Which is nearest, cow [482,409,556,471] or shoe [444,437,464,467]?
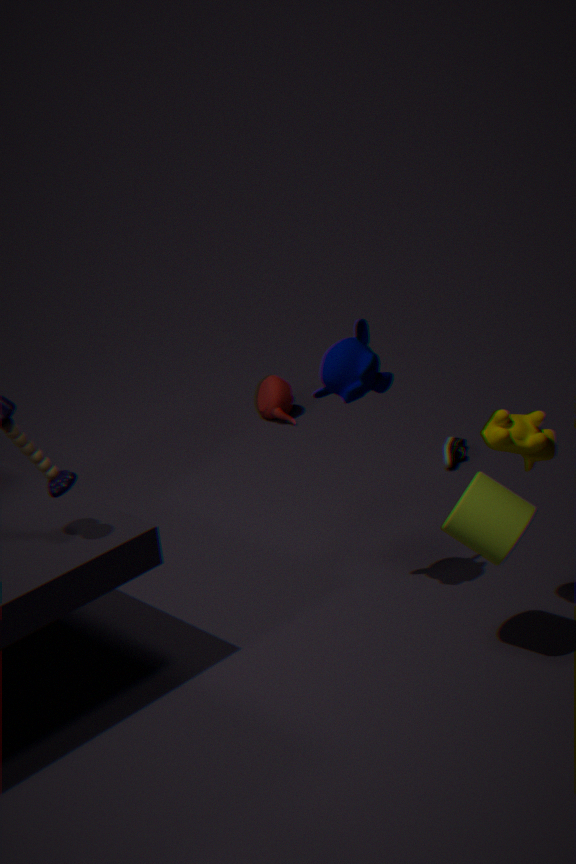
cow [482,409,556,471]
